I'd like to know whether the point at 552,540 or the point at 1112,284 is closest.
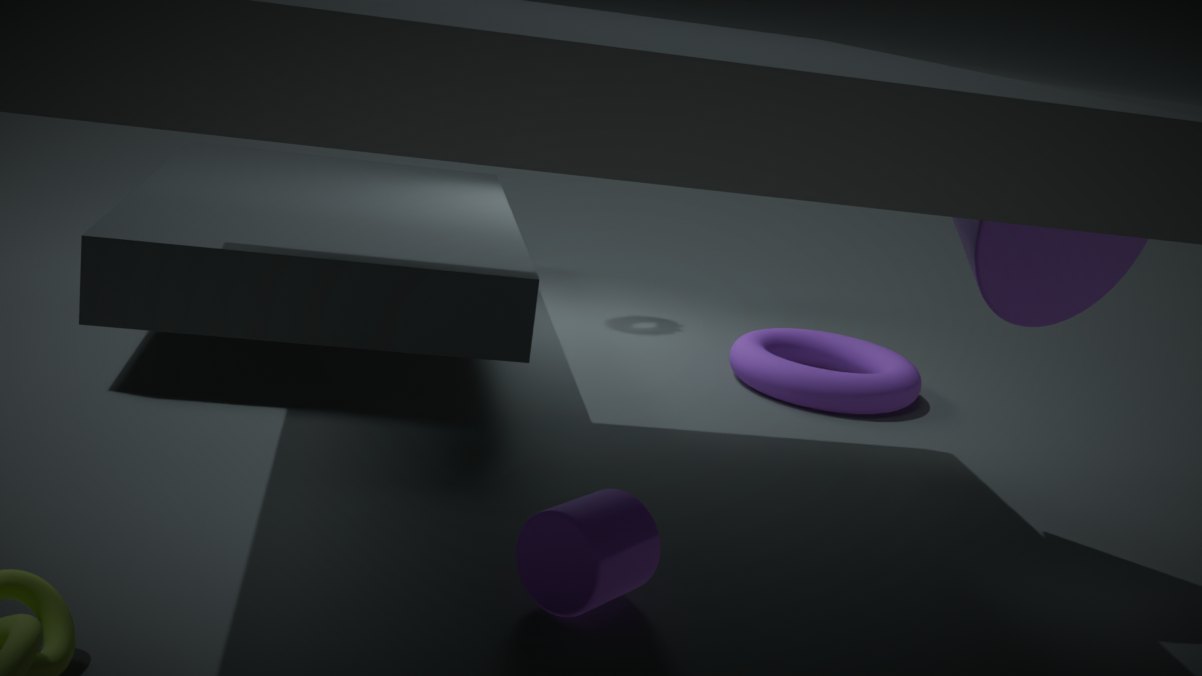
the point at 552,540
